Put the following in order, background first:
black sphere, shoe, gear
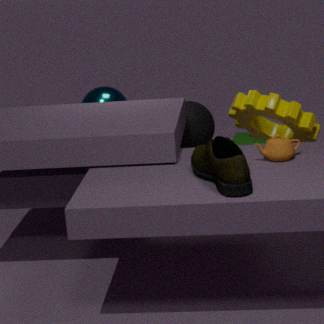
black sphere < gear < shoe
